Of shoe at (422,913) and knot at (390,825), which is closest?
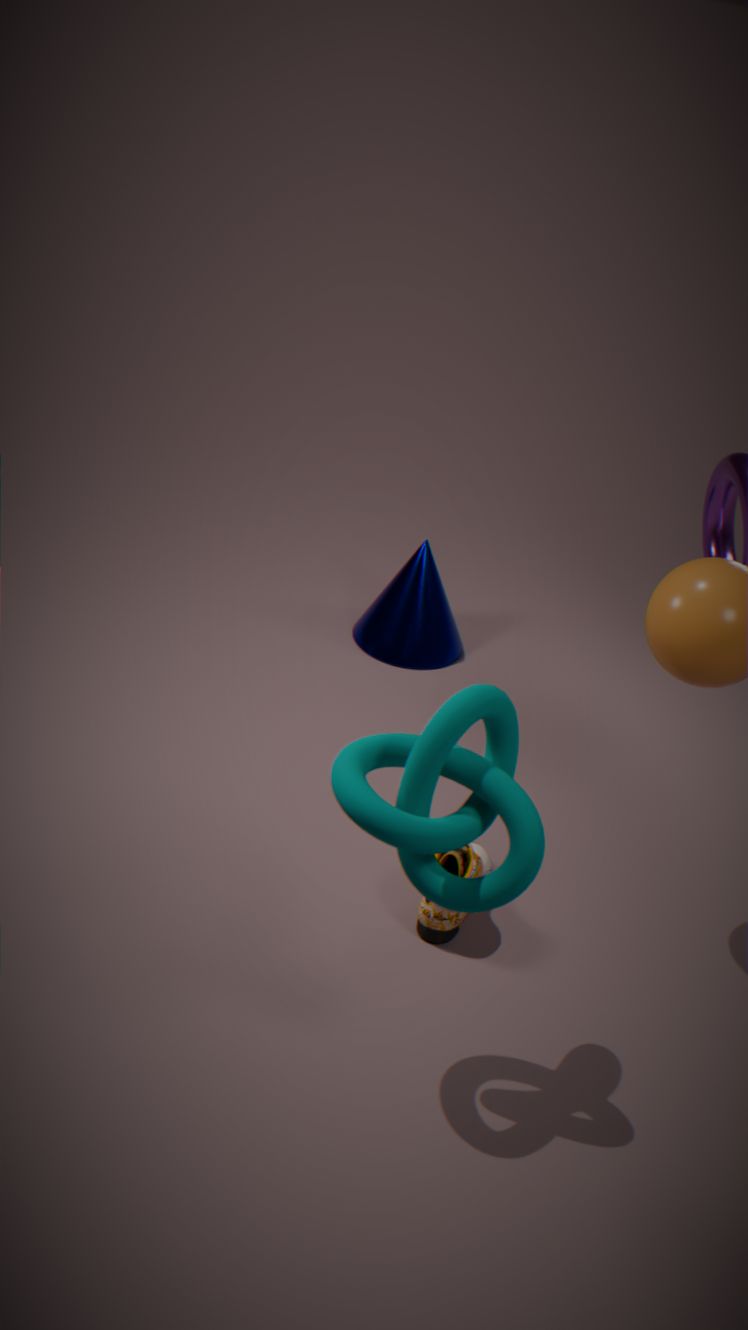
knot at (390,825)
